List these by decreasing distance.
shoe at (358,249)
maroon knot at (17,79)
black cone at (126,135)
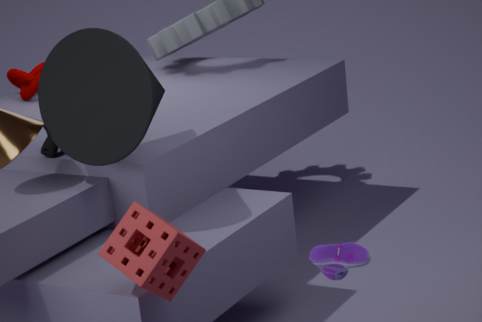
maroon knot at (17,79) → black cone at (126,135) → shoe at (358,249)
